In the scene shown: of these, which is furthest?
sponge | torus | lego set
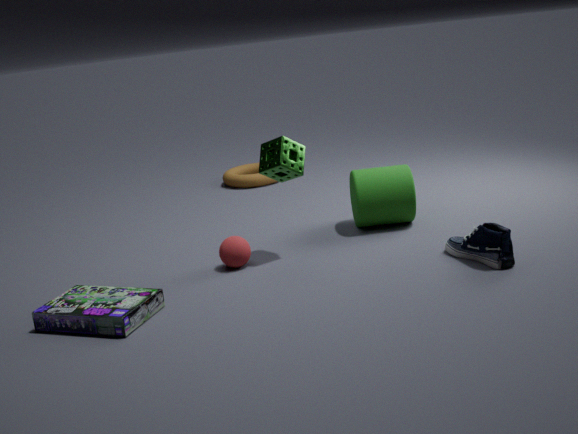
torus
